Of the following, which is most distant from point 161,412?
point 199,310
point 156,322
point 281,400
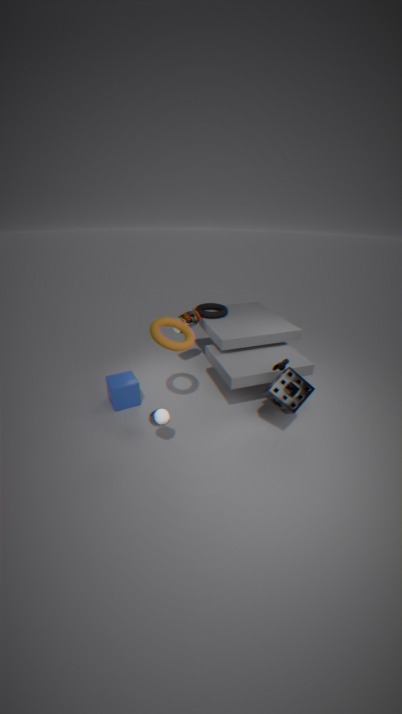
point 199,310
